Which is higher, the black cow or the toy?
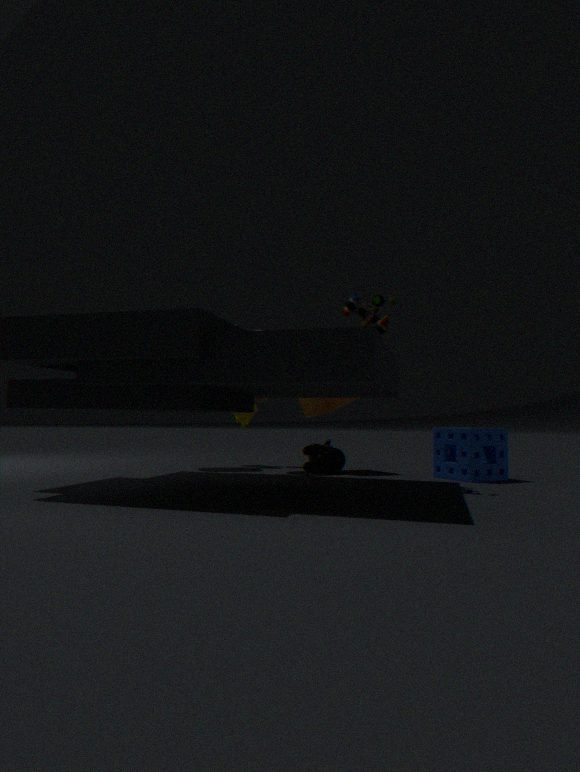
the toy
